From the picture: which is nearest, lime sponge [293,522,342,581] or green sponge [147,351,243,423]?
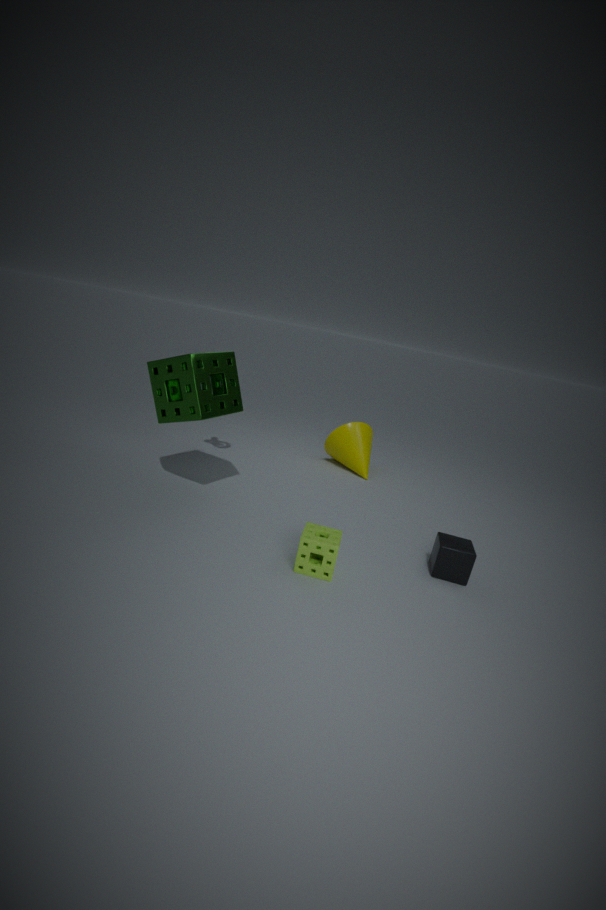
lime sponge [293,522,342,581]
